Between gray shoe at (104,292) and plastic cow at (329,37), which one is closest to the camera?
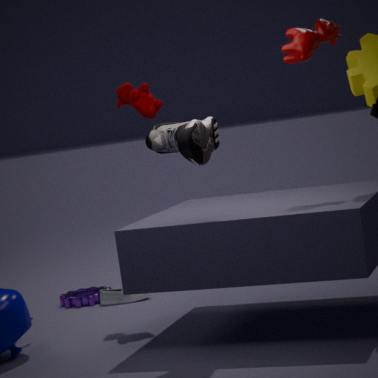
plastic cow at (329,37)
